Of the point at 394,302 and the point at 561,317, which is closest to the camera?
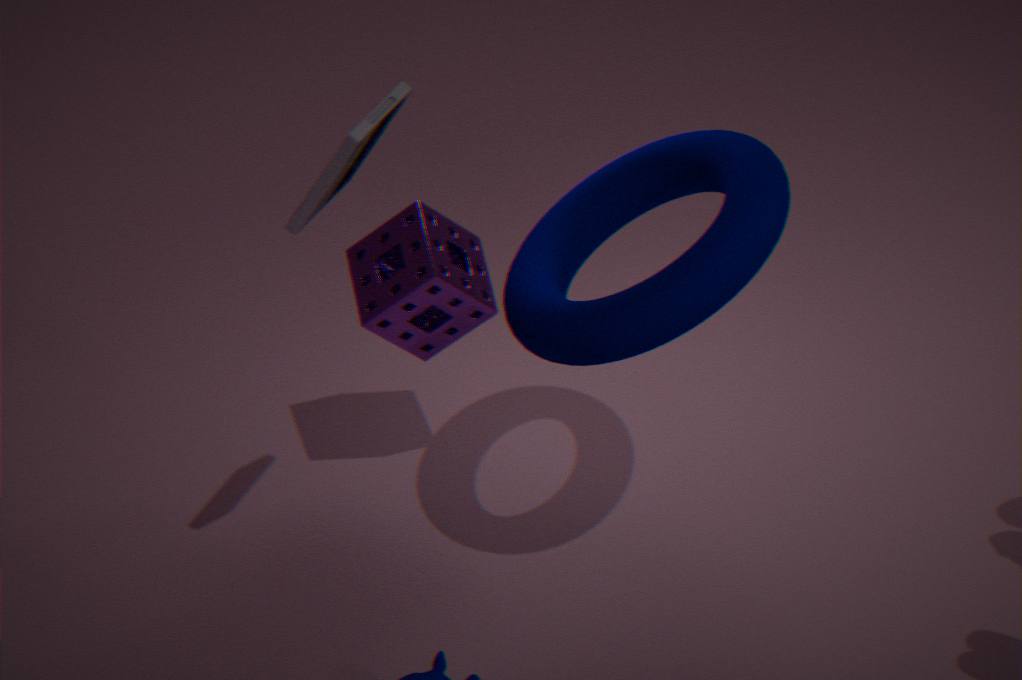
the point at 561,317
